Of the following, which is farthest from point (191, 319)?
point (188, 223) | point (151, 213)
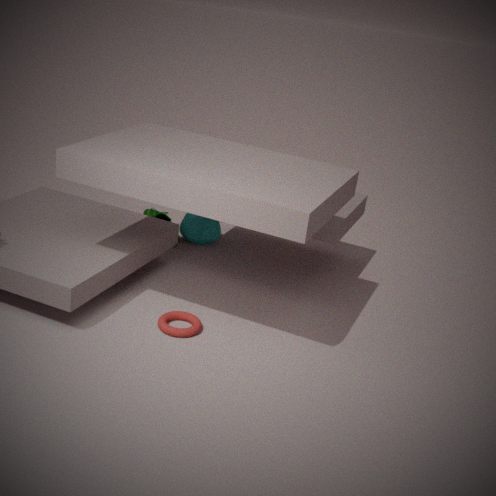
point (151, 213)
